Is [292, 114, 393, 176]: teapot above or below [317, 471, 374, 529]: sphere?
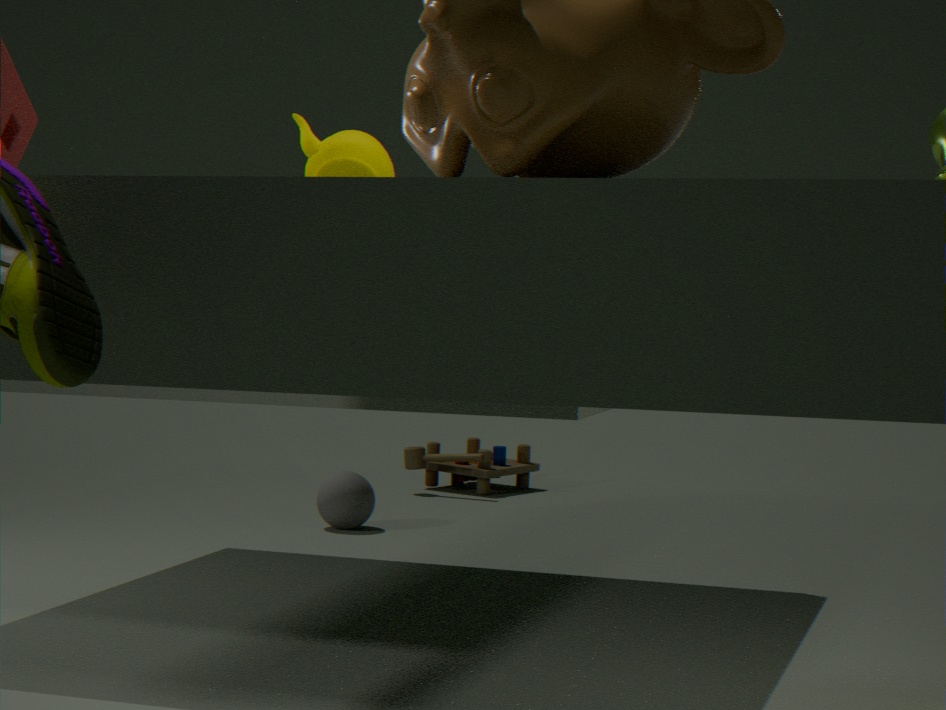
above
